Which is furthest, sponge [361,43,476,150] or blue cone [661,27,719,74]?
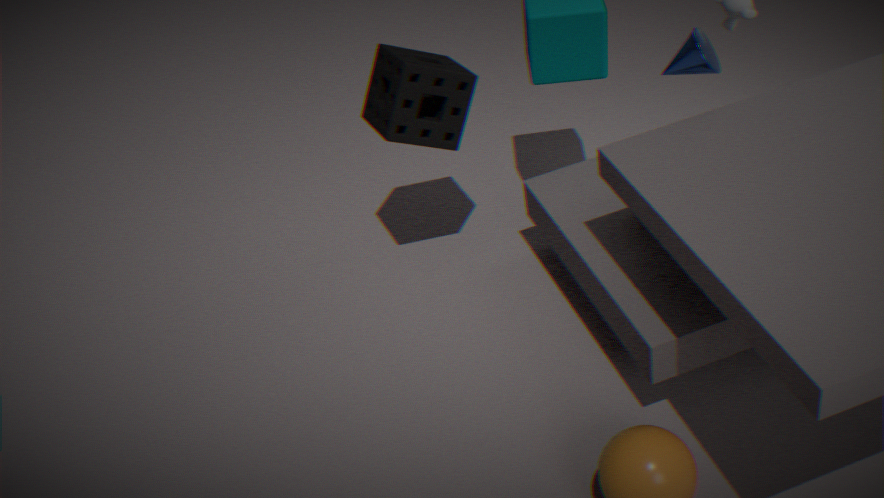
sponge [361,43,476,150]
